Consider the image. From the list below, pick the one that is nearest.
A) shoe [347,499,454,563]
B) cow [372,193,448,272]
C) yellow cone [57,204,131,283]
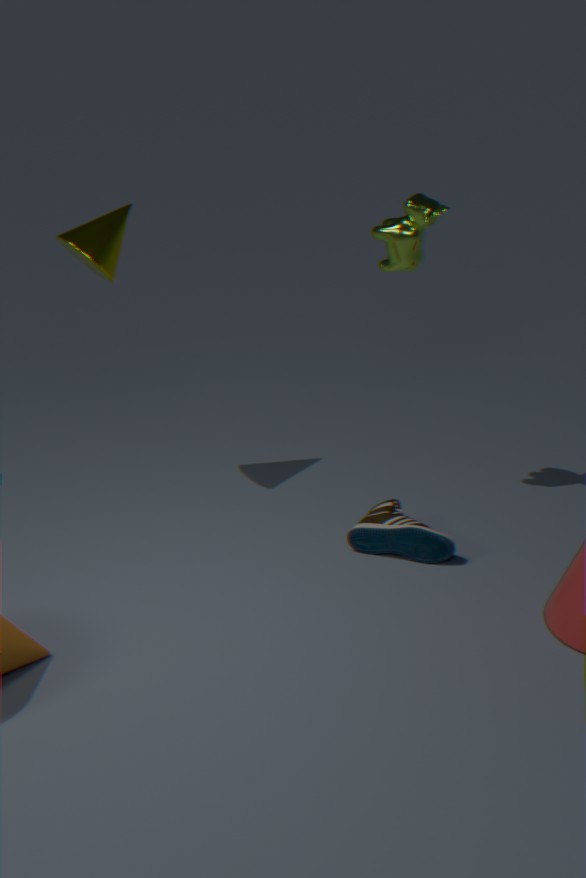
cow [372,193,448,272]
